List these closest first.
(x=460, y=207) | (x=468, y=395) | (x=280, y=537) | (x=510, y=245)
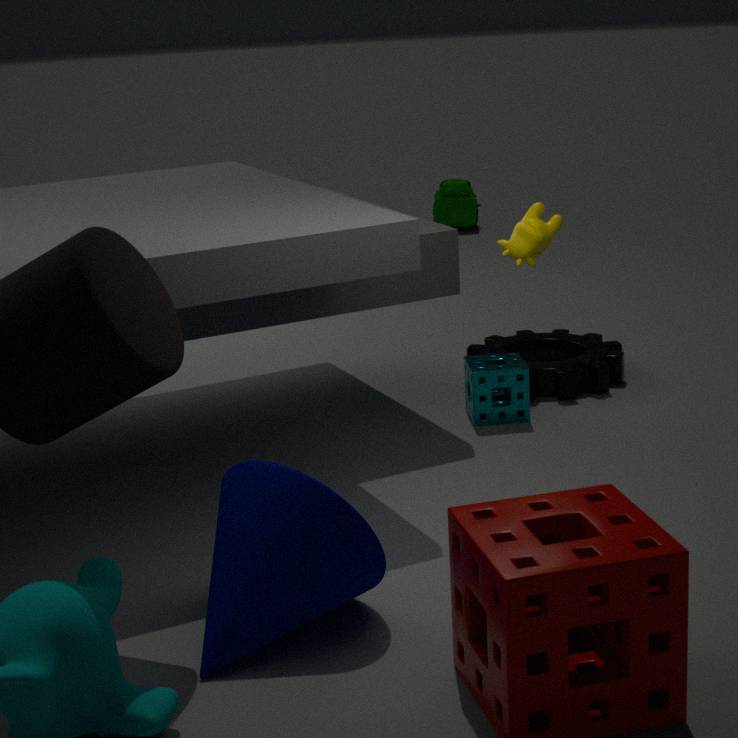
1. (x=280, y=537)
2. (x=510, y=245)
3. (x=468, y=395)
4. (x=460, y=207)
